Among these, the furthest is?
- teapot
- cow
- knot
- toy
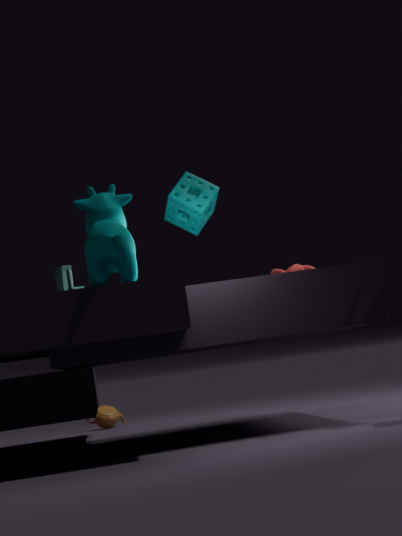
teapot
